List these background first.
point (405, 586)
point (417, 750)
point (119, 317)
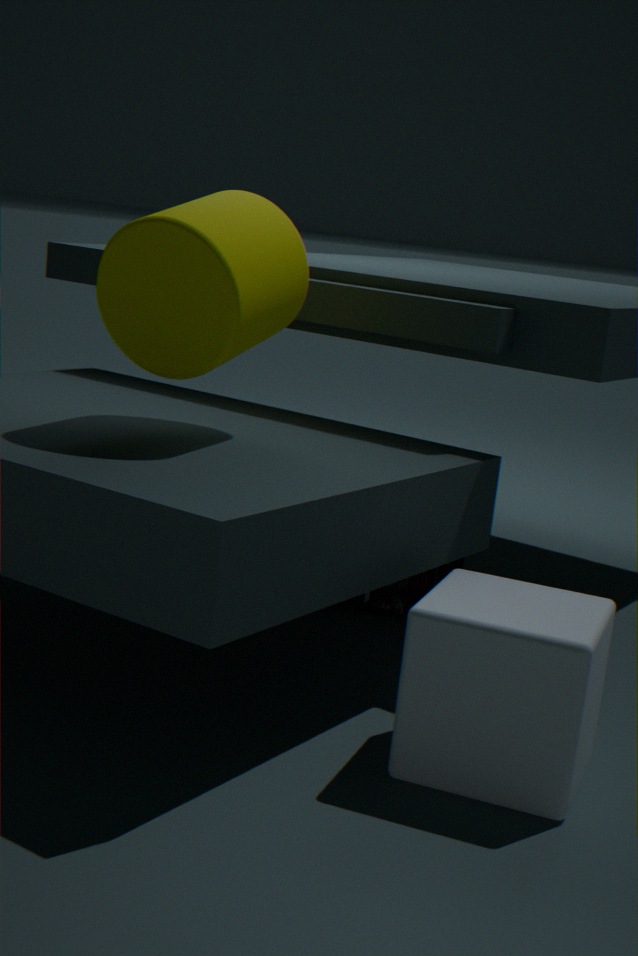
1. point (405, 586)
2. point (119, 317)
3. point (417, 750)
